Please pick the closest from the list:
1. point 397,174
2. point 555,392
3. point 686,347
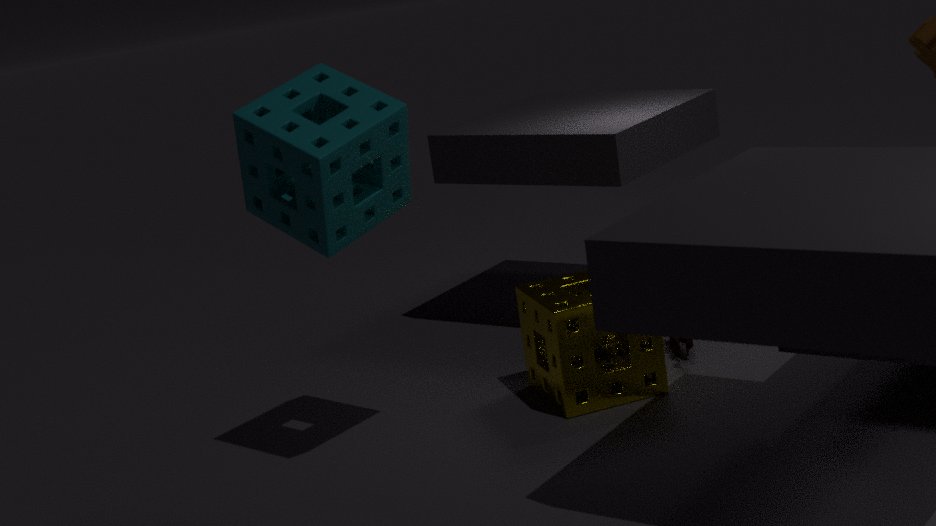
point 397,174
